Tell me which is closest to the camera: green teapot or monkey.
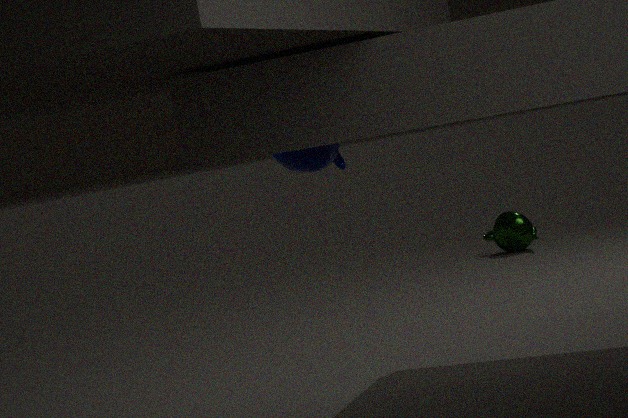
monkey
